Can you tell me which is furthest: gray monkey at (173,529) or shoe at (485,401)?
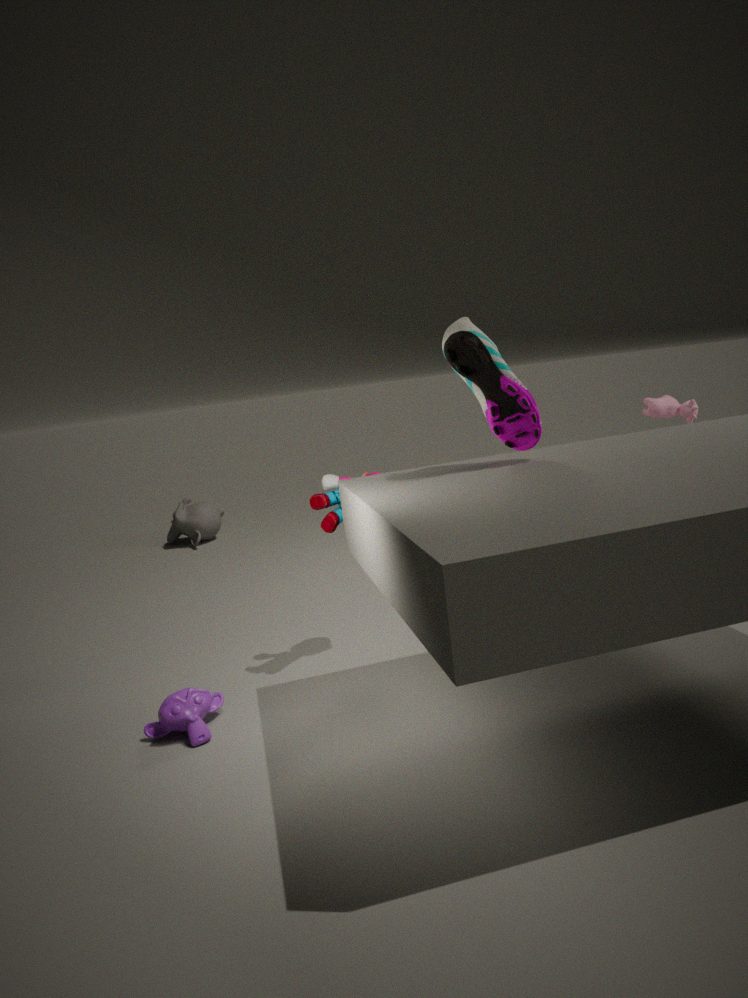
gray monkey at (173,529)
